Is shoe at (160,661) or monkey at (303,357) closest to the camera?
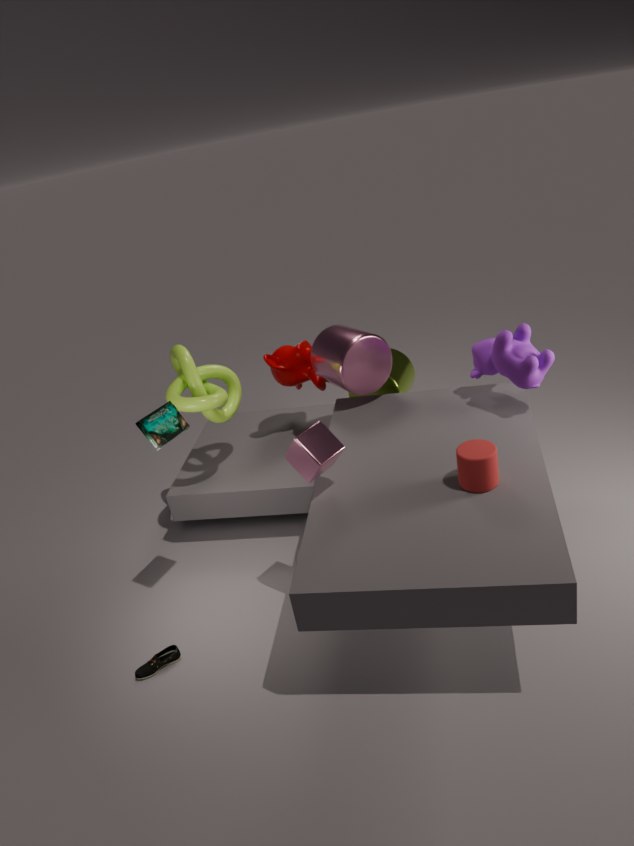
shoe at (160,661)
